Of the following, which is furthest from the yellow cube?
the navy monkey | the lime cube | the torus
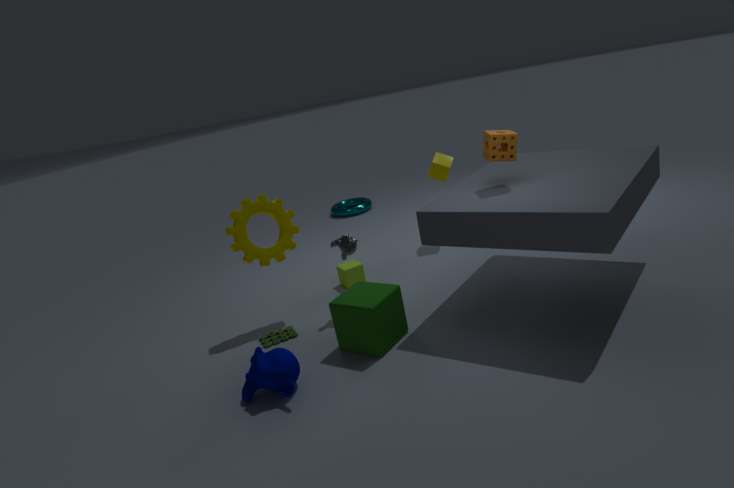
the navy monkey
